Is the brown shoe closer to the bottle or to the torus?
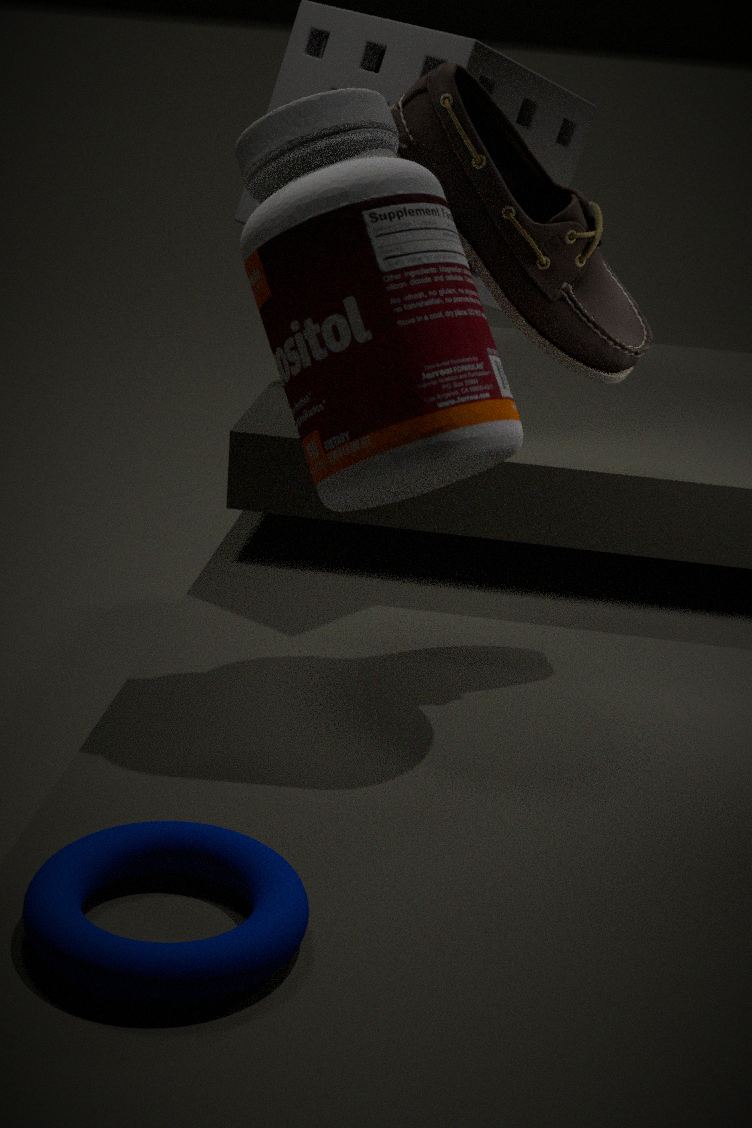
the bottle
